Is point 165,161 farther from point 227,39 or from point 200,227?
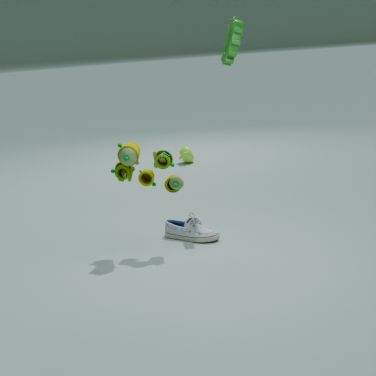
point 227,39
